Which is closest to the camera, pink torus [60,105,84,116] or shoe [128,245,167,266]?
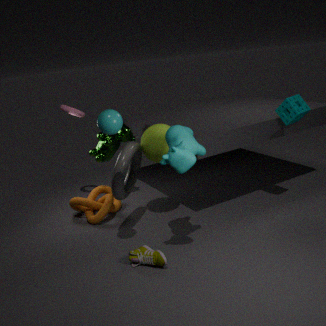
shoe [128,245,167,266]
